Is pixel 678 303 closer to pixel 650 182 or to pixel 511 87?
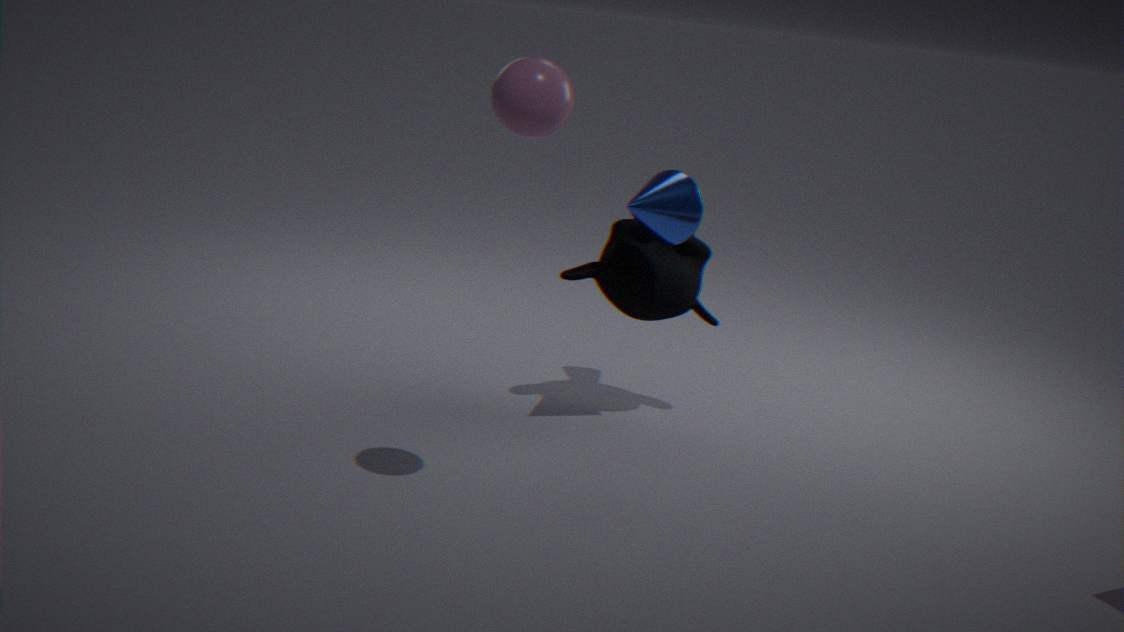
pixel 650 182
